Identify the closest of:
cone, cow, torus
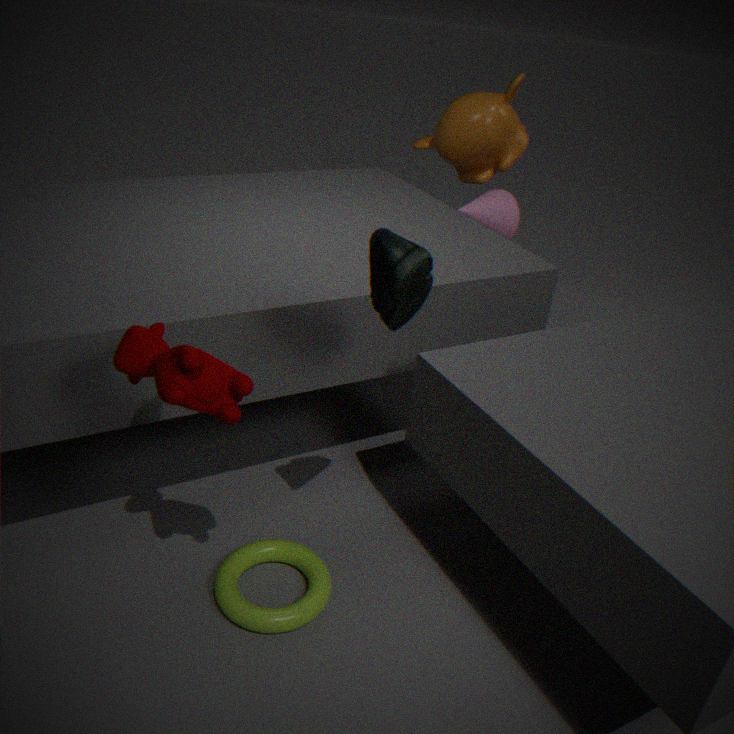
cow
